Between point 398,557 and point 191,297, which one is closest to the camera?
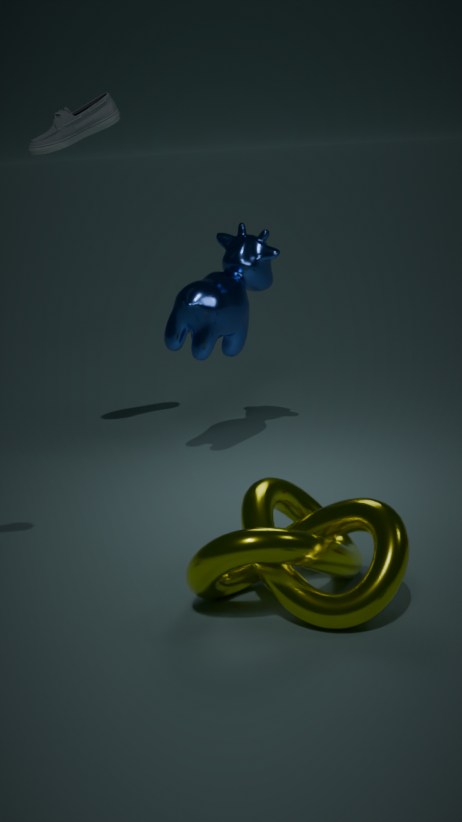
point 398,557
